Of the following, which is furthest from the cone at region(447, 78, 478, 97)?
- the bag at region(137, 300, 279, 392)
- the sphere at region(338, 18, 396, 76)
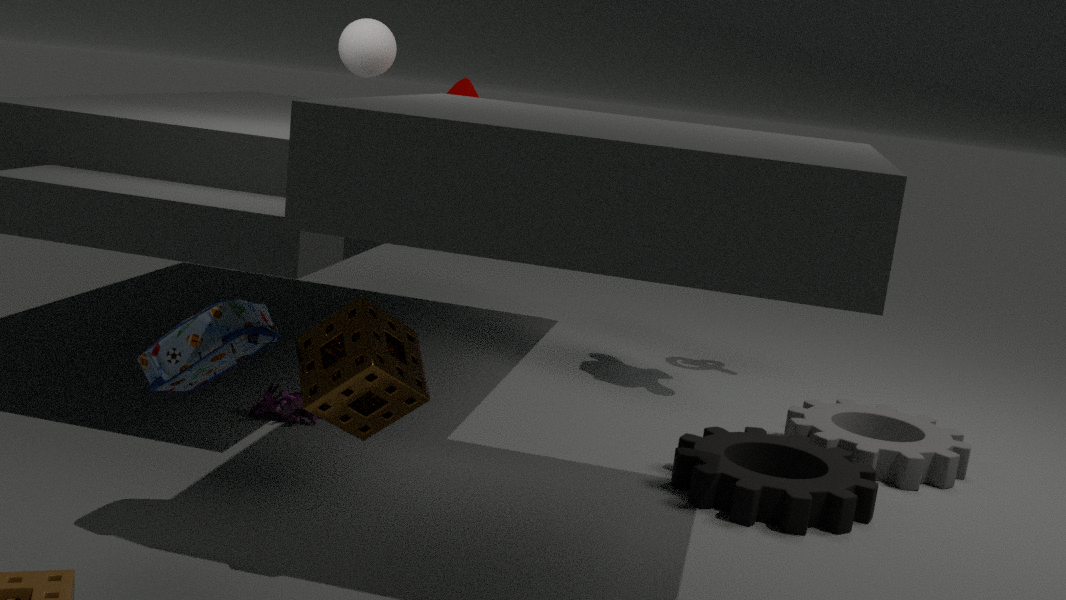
the bag at region(137, 300, 279, 392)
